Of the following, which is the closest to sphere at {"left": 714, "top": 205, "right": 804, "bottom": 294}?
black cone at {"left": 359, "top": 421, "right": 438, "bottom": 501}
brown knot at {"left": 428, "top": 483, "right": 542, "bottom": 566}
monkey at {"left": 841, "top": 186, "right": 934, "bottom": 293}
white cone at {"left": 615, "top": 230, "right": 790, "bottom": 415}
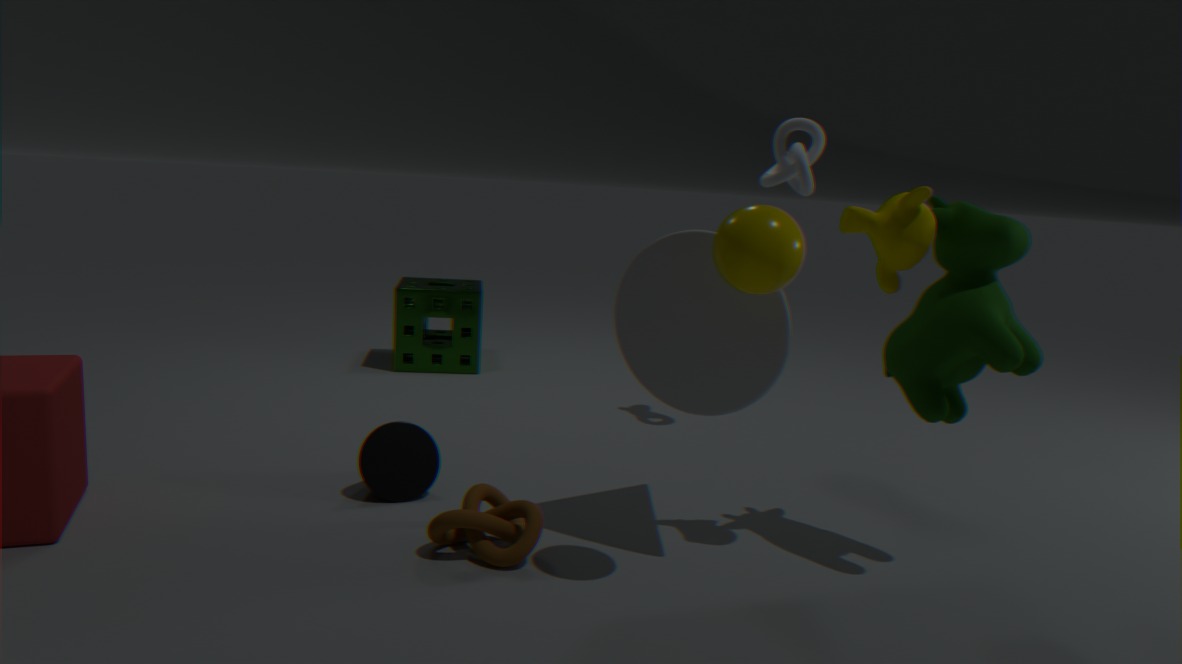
white cone at {"left": 615, "top": 230, "right": 790, "bottom": 415}
